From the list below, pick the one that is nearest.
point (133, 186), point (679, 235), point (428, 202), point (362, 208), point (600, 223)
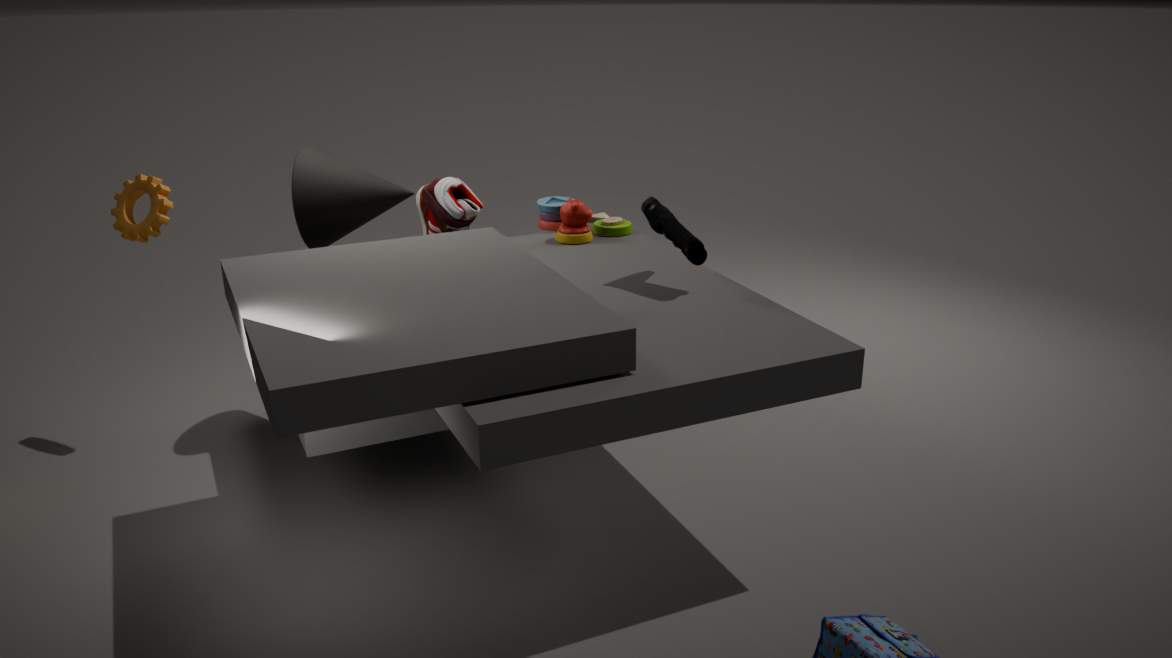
point (679, 235)
